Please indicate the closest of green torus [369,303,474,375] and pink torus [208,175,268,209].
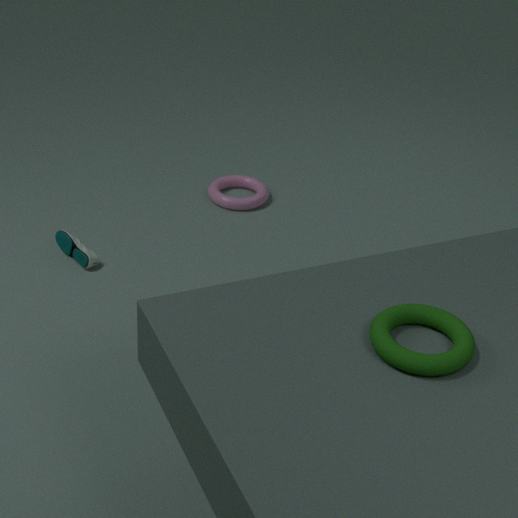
green torus [369,303,474,375]
